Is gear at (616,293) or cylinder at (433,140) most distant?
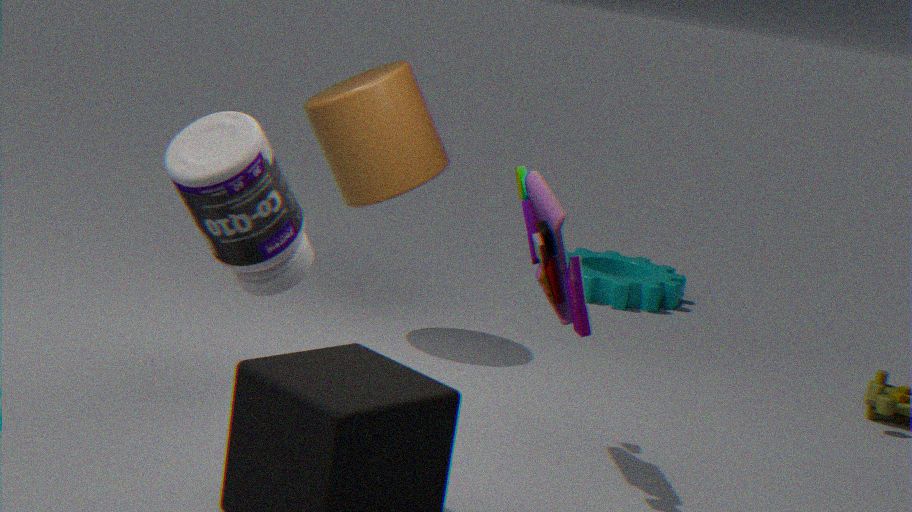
gear at (616,293)
